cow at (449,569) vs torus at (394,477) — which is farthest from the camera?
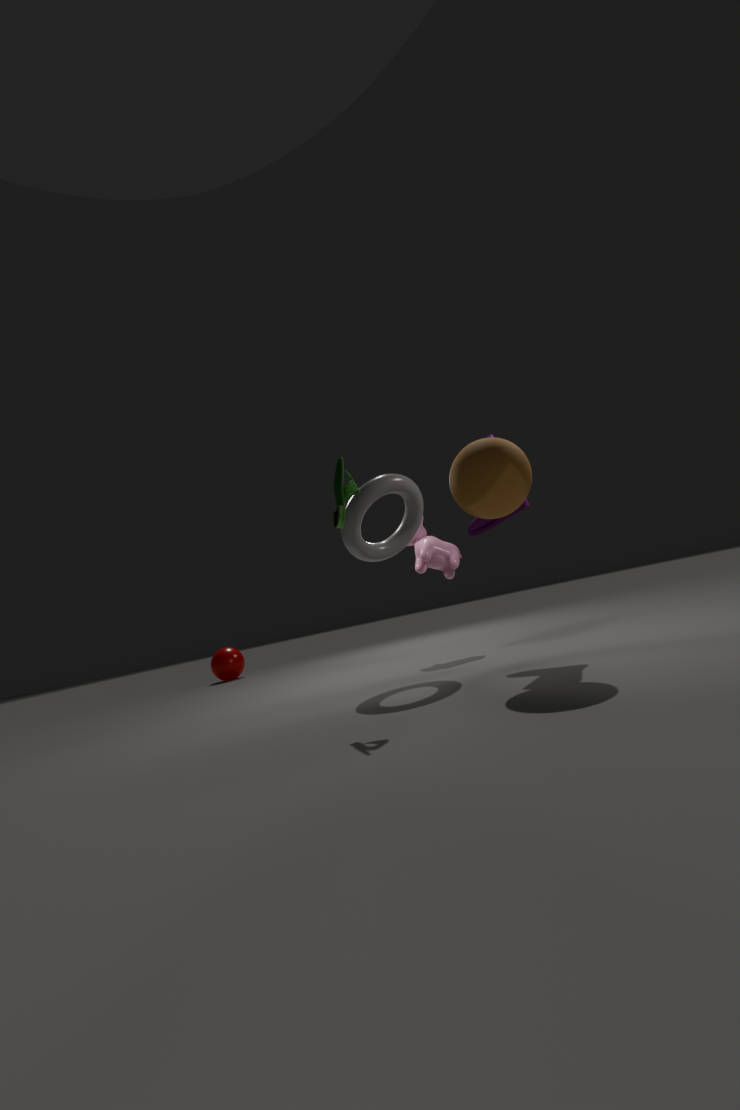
cow at (449,569)
